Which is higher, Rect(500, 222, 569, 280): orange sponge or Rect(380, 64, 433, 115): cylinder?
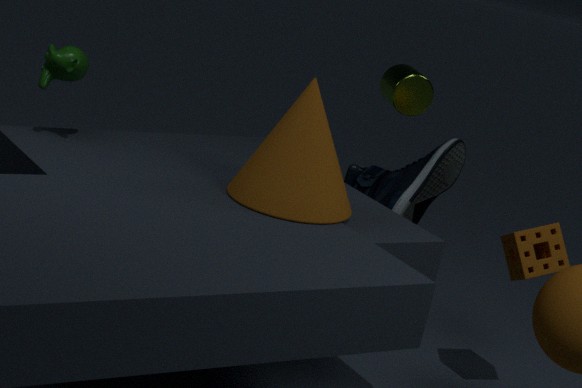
Rect(380, 64, 433, 115): cylinder
